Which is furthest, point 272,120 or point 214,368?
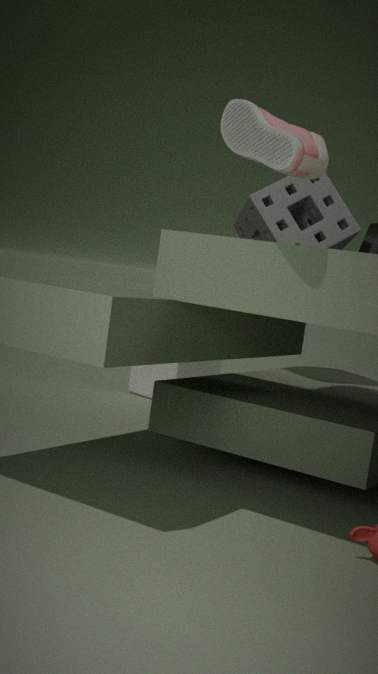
point 214,368
